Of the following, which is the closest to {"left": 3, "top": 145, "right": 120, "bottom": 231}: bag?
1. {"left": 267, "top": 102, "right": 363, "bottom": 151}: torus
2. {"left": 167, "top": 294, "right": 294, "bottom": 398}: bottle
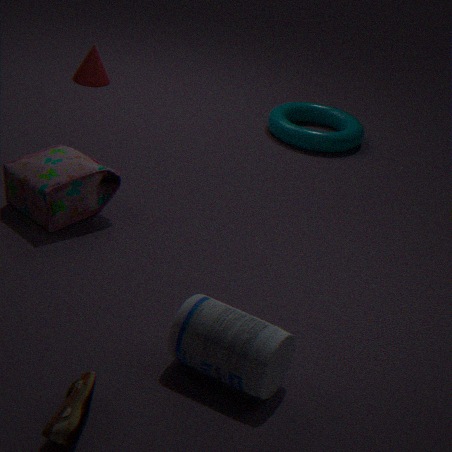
{"left": 167, "top": 294, "right": 294, "bottom": 398}: bottle
